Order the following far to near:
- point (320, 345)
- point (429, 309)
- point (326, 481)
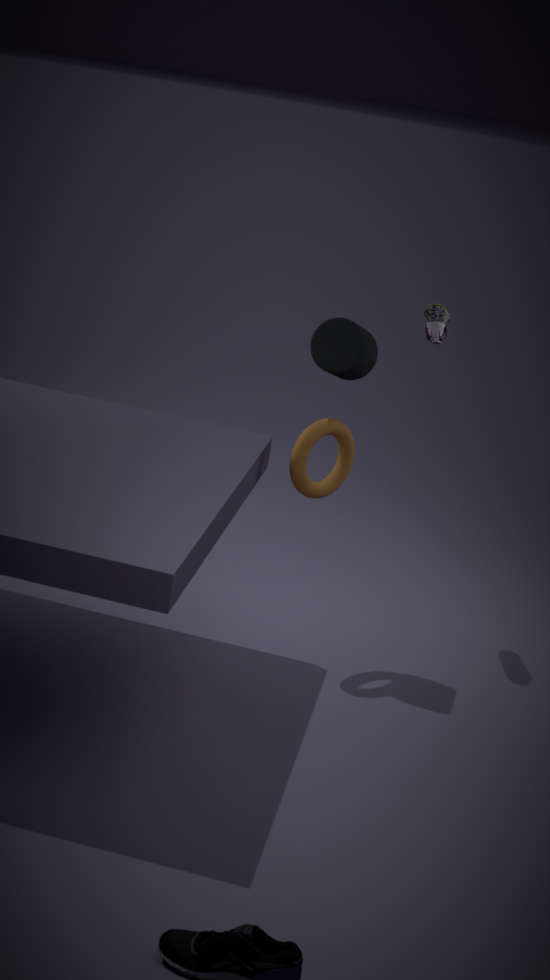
point (429, 309), point (326, 481), point (320, 345)
